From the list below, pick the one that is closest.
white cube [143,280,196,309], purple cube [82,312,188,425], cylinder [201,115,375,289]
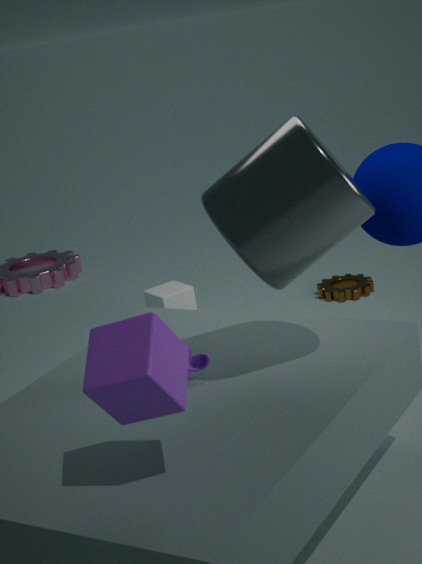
purple cube [82,312,188,425]
